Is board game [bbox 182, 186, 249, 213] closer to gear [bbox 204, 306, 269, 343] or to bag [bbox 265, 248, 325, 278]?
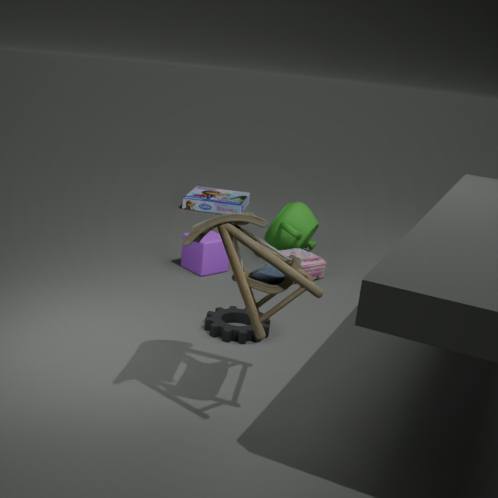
bag [bbox 265, 248, 325, 278]
